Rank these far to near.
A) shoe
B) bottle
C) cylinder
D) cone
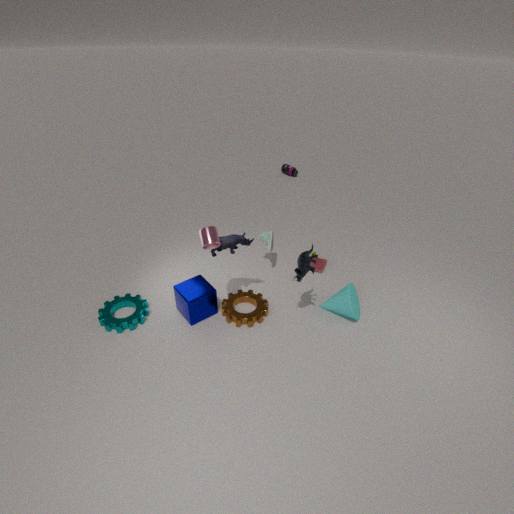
bottle
shoe
cone
cylinder
